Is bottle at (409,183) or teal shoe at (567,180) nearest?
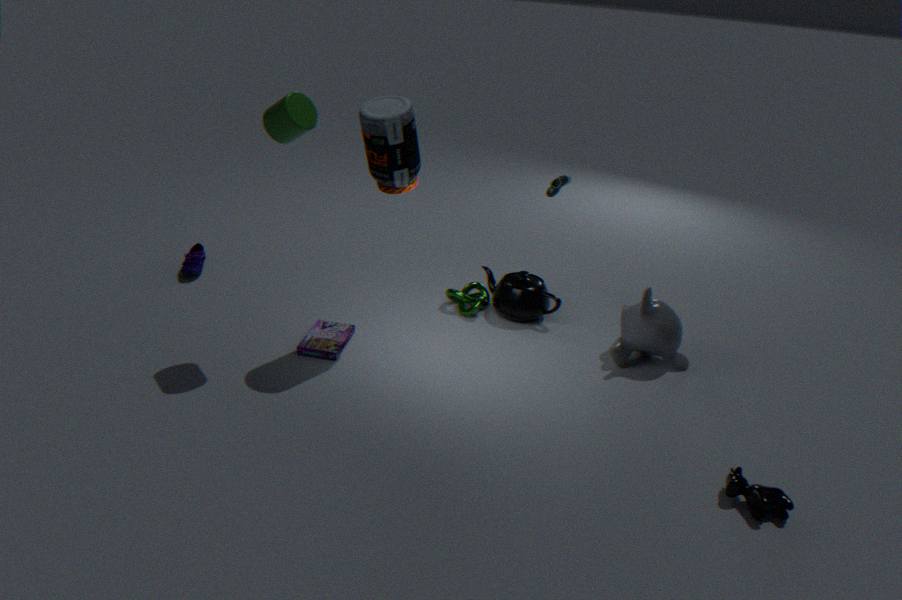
bottle at (409,183)
